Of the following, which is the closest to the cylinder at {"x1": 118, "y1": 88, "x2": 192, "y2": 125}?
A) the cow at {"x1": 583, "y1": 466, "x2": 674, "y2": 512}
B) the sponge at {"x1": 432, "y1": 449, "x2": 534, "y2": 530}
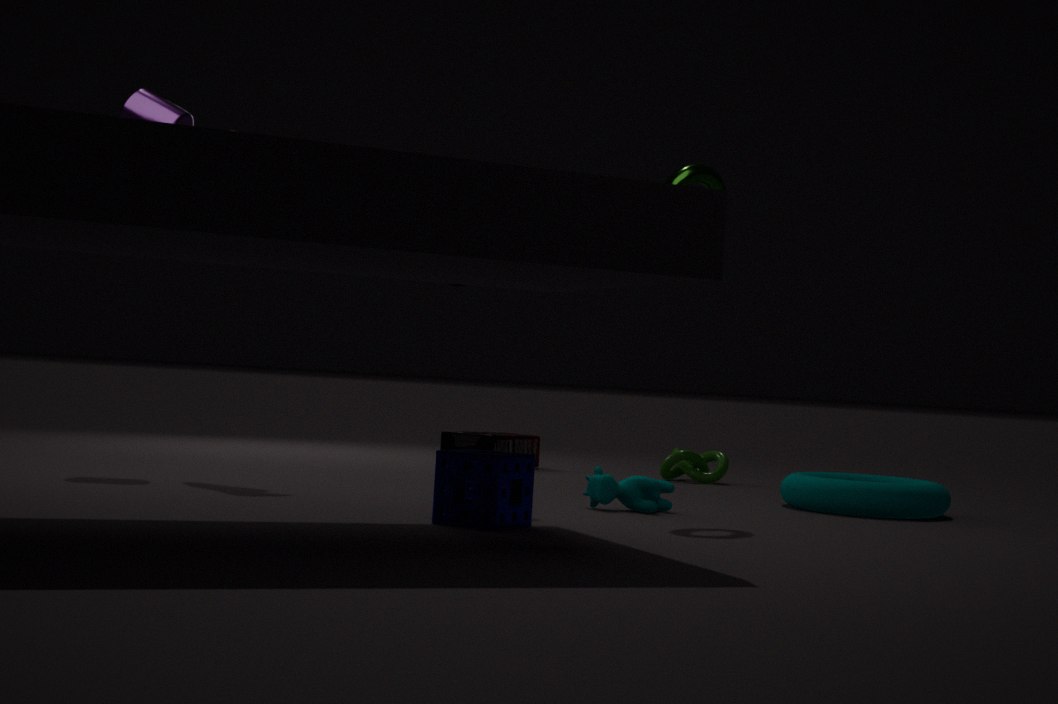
the sponge at {"x1": 432, "y1": 449, "x2": 534, "y2": 530}
